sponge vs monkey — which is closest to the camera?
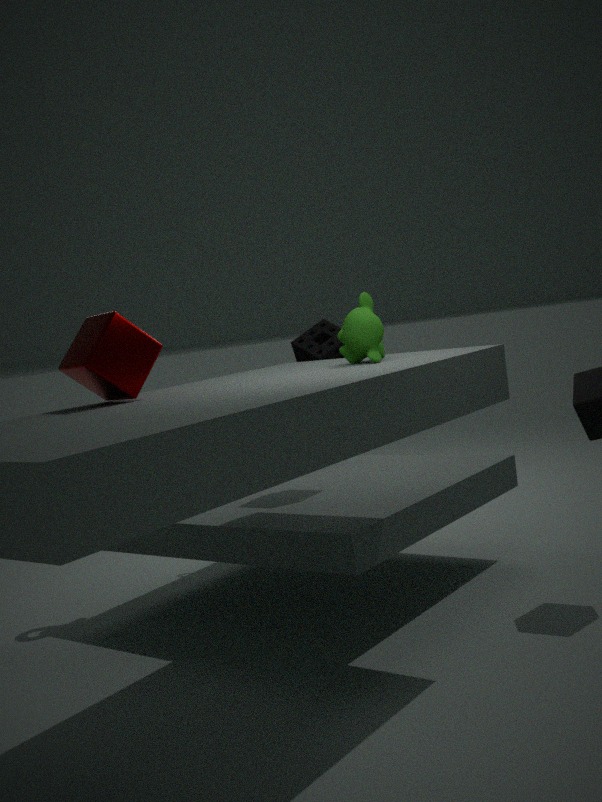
monkey
